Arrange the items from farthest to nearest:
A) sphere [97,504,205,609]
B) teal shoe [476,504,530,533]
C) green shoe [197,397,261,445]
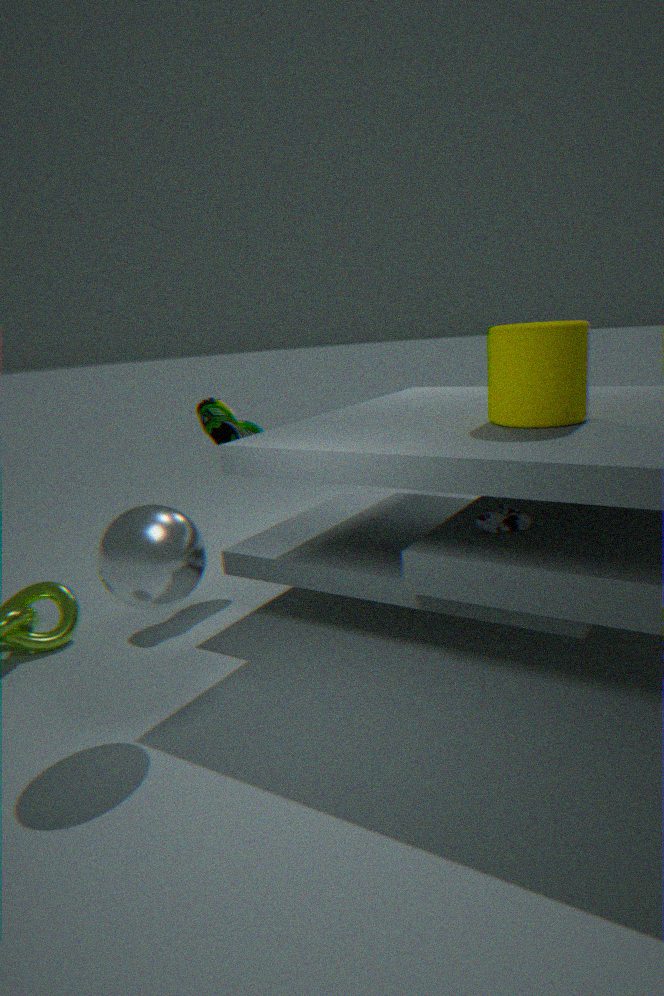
green shoe [197,397,261,445], teal shoe [476,504,530,533], sphere [97,504,205,609]
